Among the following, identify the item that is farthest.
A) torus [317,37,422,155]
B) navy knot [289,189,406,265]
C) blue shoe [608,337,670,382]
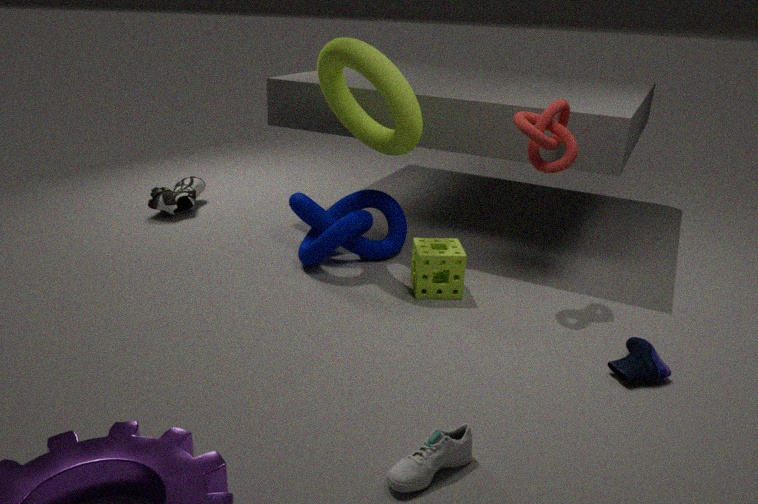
navy knot [289,189,406,265]
